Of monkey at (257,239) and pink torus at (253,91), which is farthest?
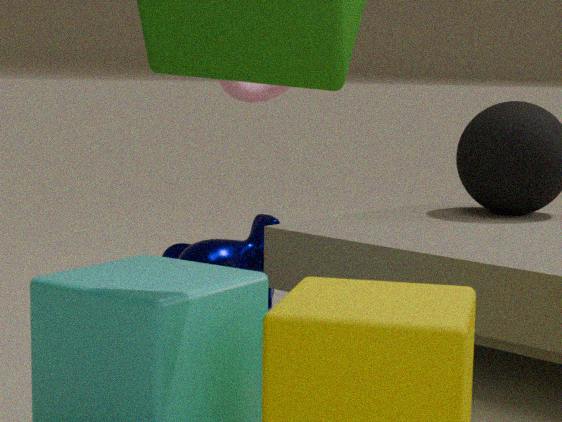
monkey at (257,239)
